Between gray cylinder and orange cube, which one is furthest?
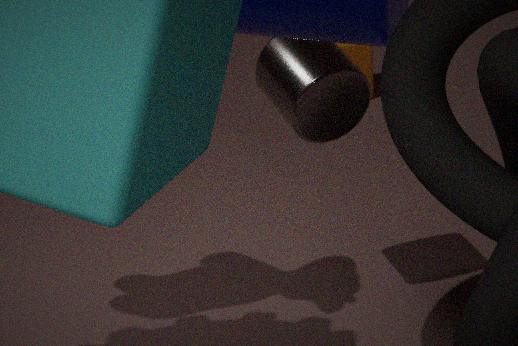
orange cube
